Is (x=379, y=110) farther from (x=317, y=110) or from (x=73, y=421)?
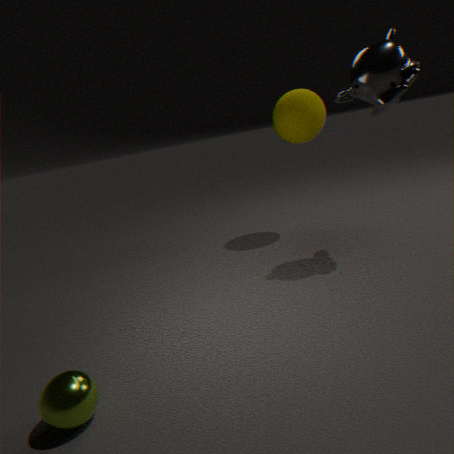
(x=73, y=421)
